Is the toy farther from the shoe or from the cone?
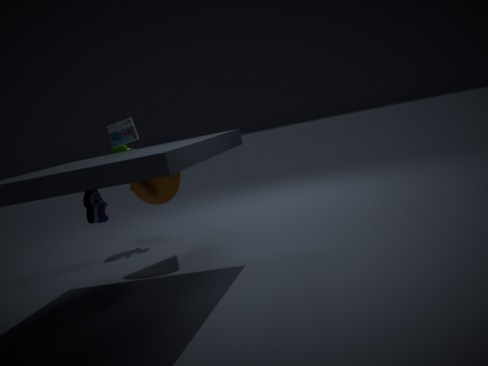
the shoe
